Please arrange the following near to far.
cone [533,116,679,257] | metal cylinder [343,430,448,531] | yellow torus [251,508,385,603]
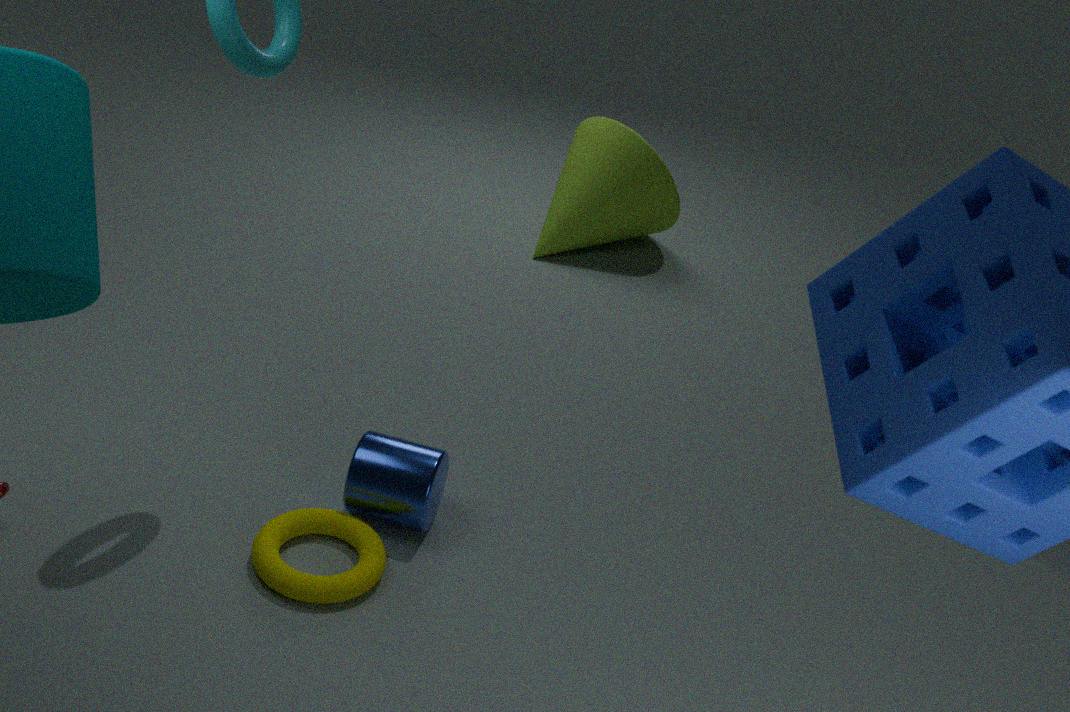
yellow torus [251,508,385,603], metal cylinder [343,430,448,531], cone [533,116,679,257]
